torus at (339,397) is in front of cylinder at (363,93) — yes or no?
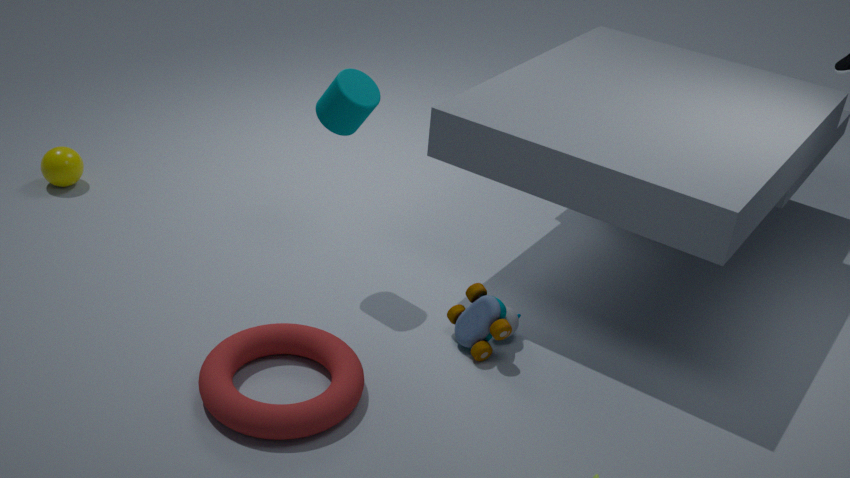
Yes
